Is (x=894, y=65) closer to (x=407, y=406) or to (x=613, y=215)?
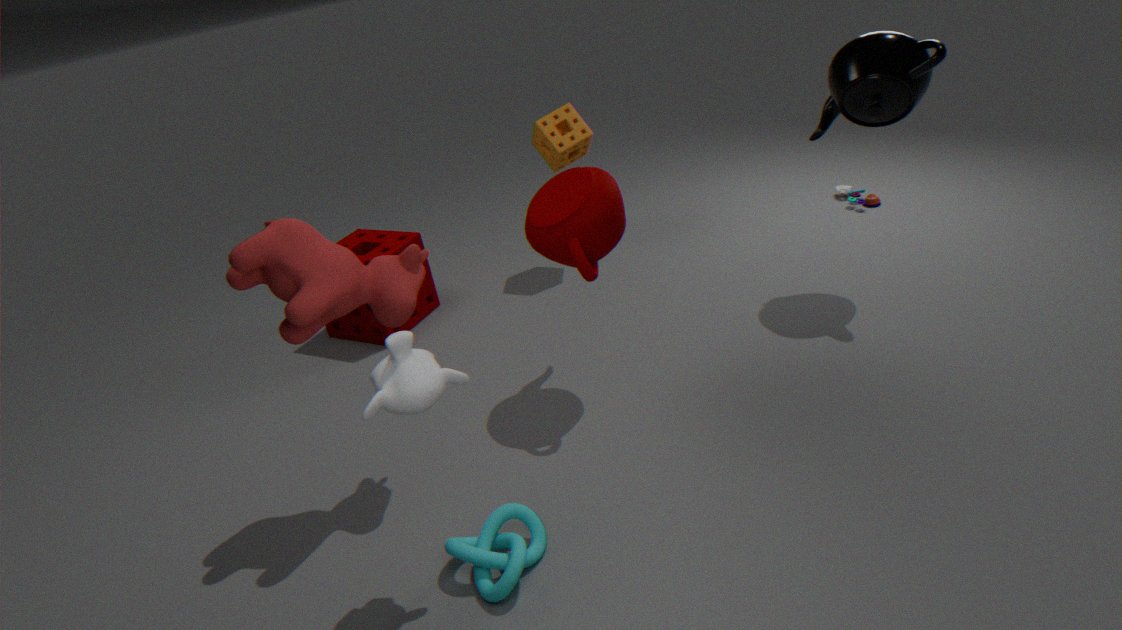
(x=613, y=215)
